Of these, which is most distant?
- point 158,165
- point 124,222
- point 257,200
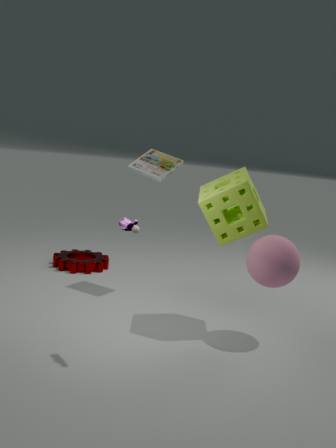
point 158,165
